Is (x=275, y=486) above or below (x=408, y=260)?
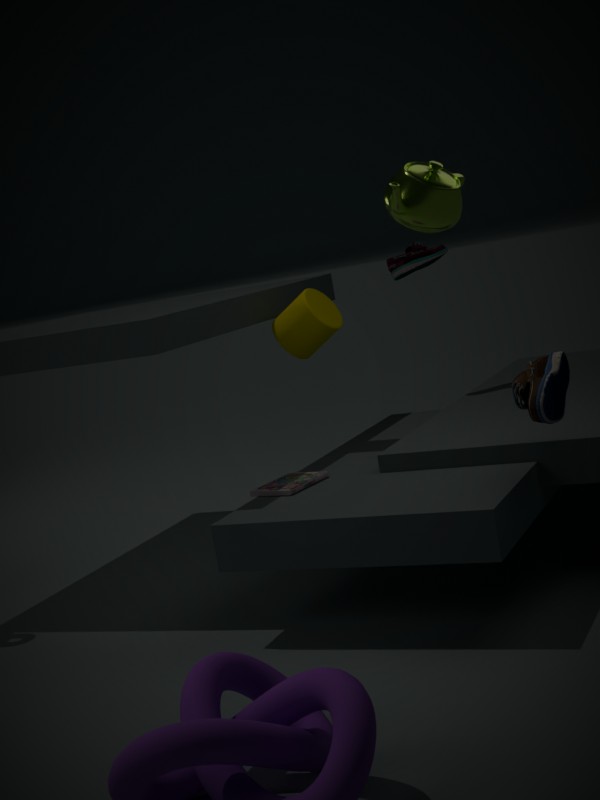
below
